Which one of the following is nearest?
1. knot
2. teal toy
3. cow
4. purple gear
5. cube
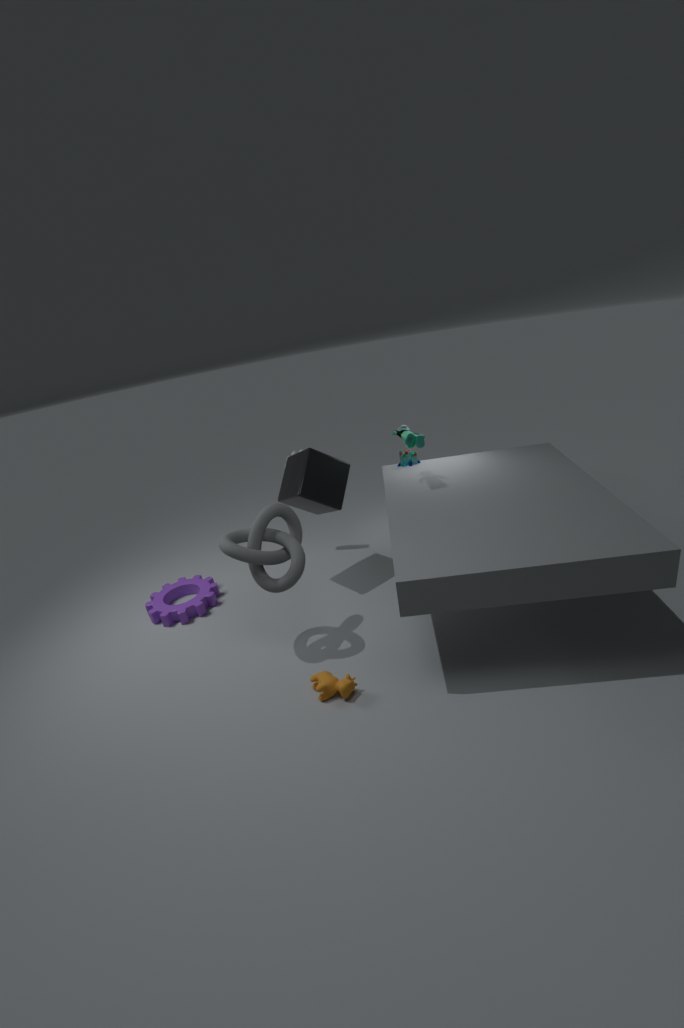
cow
